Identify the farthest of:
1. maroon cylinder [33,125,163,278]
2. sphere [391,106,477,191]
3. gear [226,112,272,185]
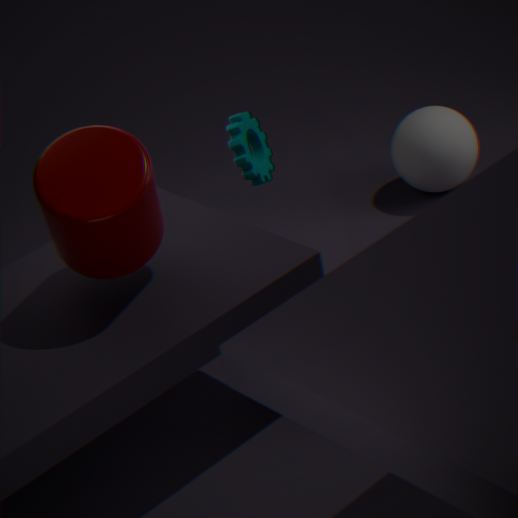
sphere [391,106,477,191]
